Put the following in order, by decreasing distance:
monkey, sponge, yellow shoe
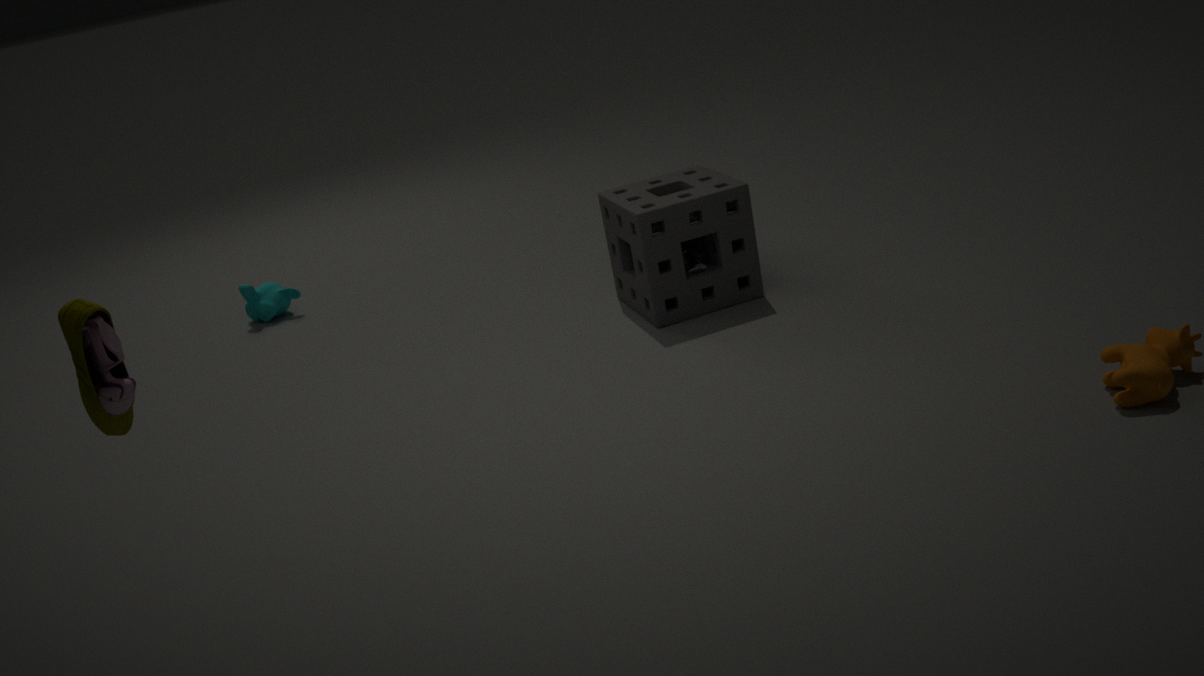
monkey, sponge, yellow shoe
